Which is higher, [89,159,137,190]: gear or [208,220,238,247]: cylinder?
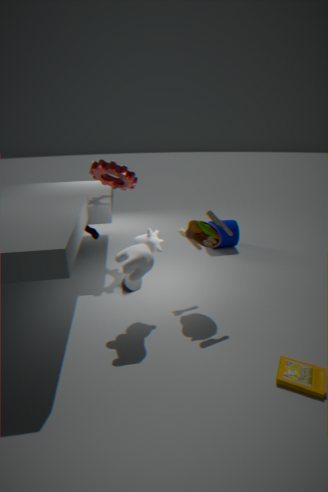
[89,159,137,190]: gear
